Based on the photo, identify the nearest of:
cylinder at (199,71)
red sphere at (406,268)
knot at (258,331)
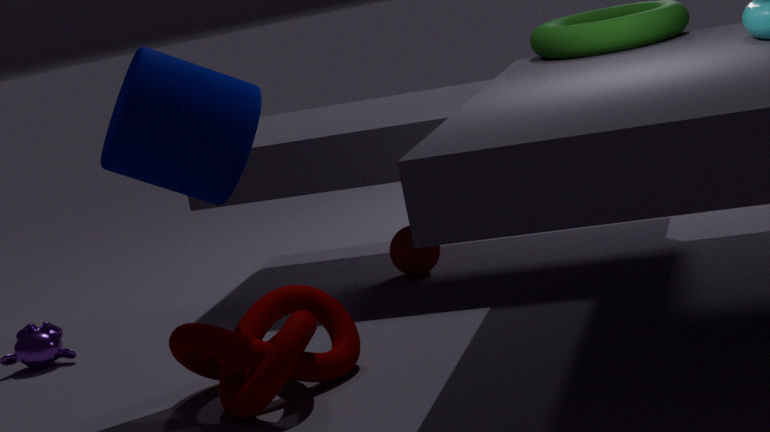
knot at (258,331)
